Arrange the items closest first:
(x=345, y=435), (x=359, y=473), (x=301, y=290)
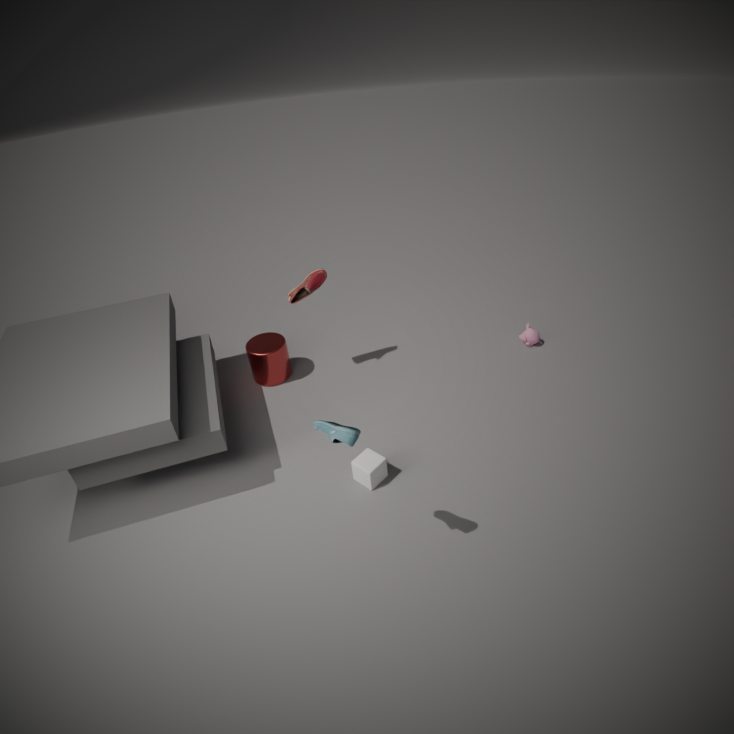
(x=345, y=435) → (x=359, y=473) → (x=301, y=290)
